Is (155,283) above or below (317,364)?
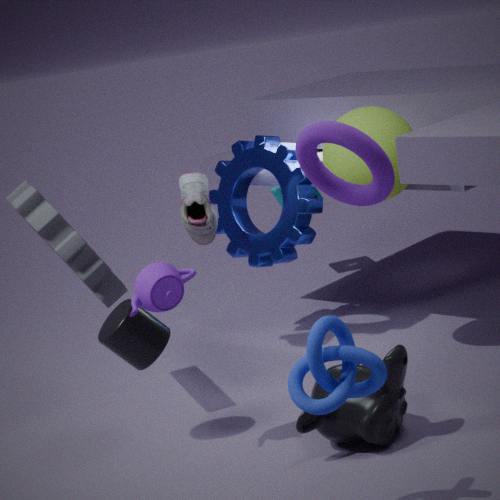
above
